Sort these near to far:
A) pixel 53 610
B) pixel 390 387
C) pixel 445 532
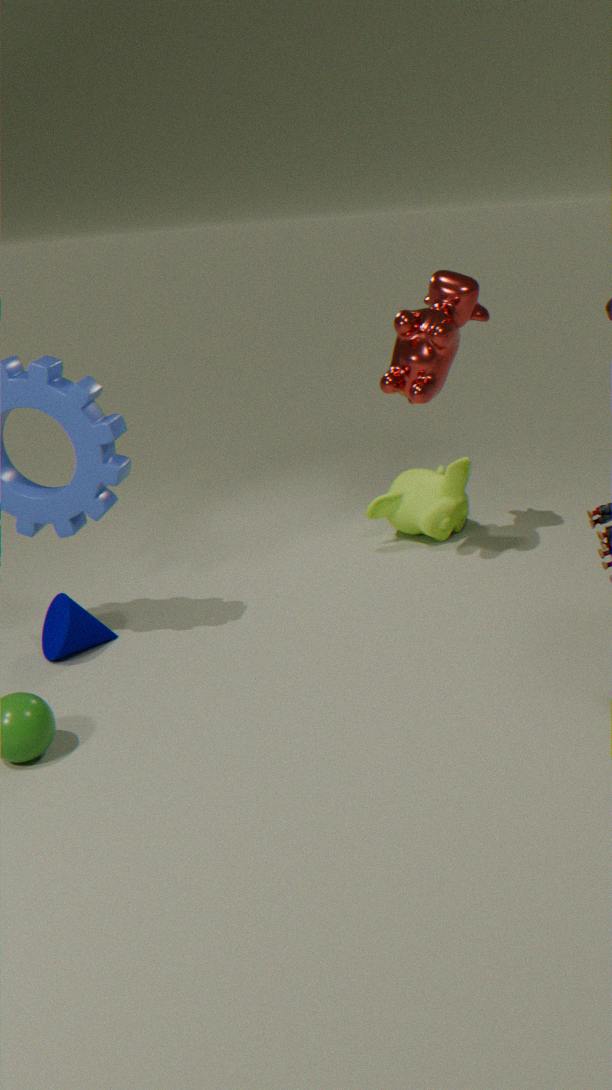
pixel 53 610
pixel 390 387
pixel 445 532
